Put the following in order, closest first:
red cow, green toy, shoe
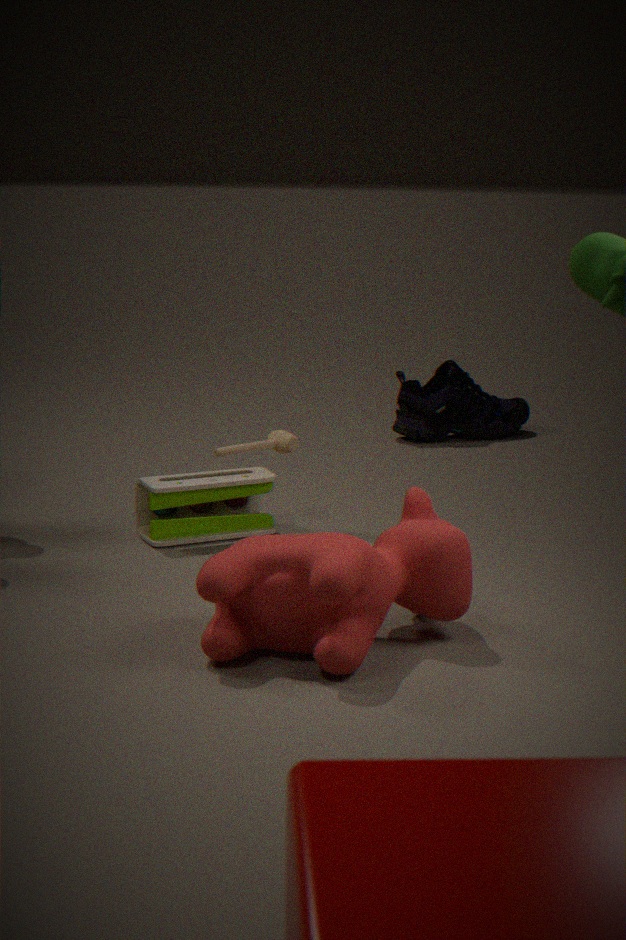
red cow, green toy, shoe
